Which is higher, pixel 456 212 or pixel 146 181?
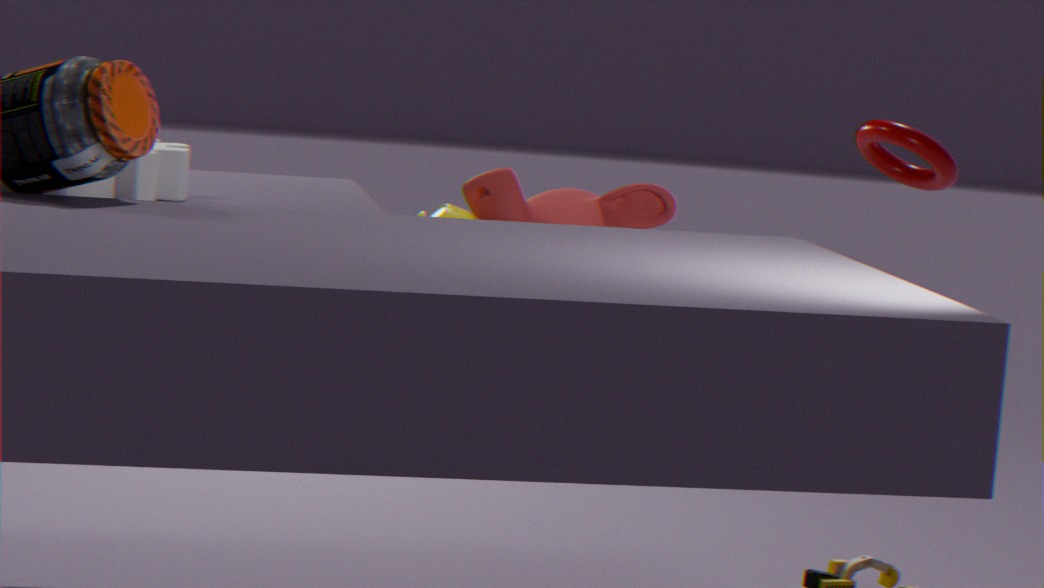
pixel 146 181
